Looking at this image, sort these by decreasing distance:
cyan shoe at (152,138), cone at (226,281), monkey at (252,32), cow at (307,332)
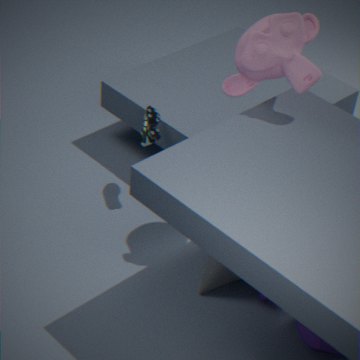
cyan shoe at (152,138)
cone at (226,281)
cow at (307,332)
monkey at (252,32)
